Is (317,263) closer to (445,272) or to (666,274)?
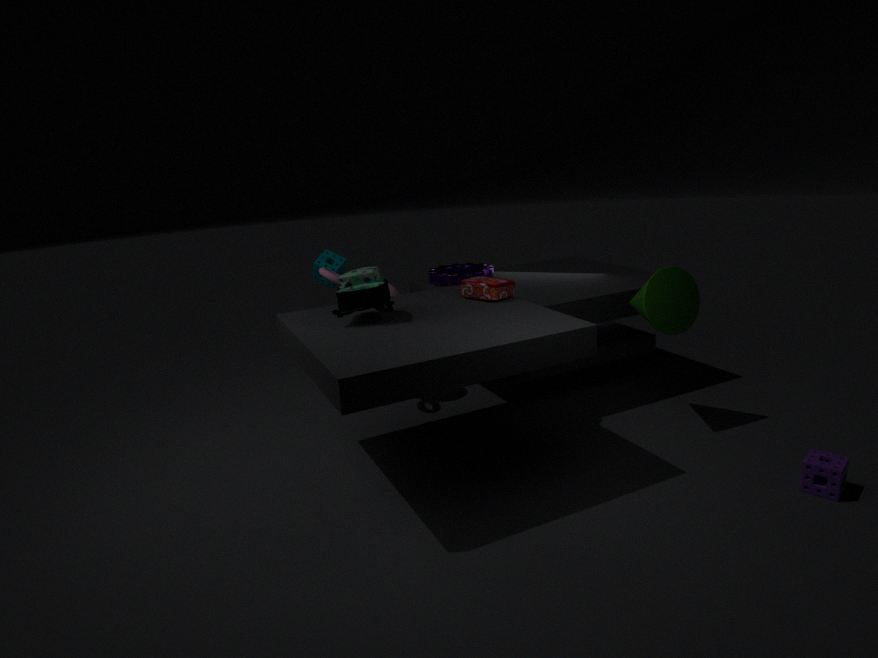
(445,272)
